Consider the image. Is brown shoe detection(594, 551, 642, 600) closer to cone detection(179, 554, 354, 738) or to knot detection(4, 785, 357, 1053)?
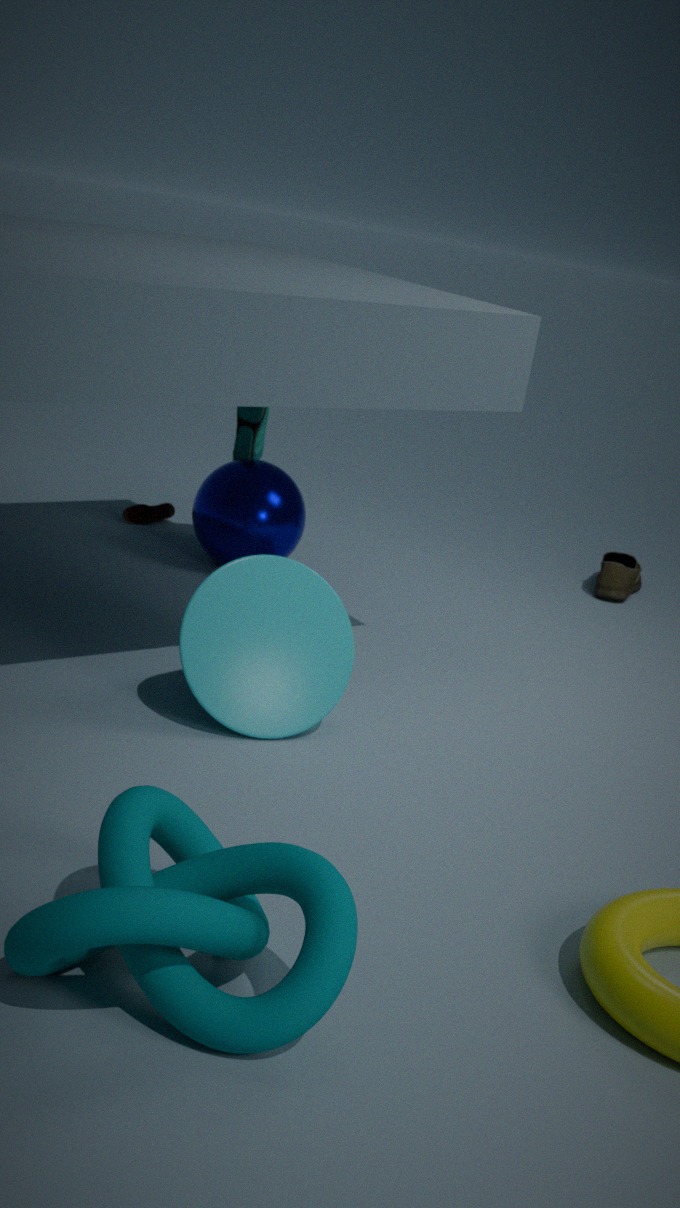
cone detection(179, 554, 354, 738)
